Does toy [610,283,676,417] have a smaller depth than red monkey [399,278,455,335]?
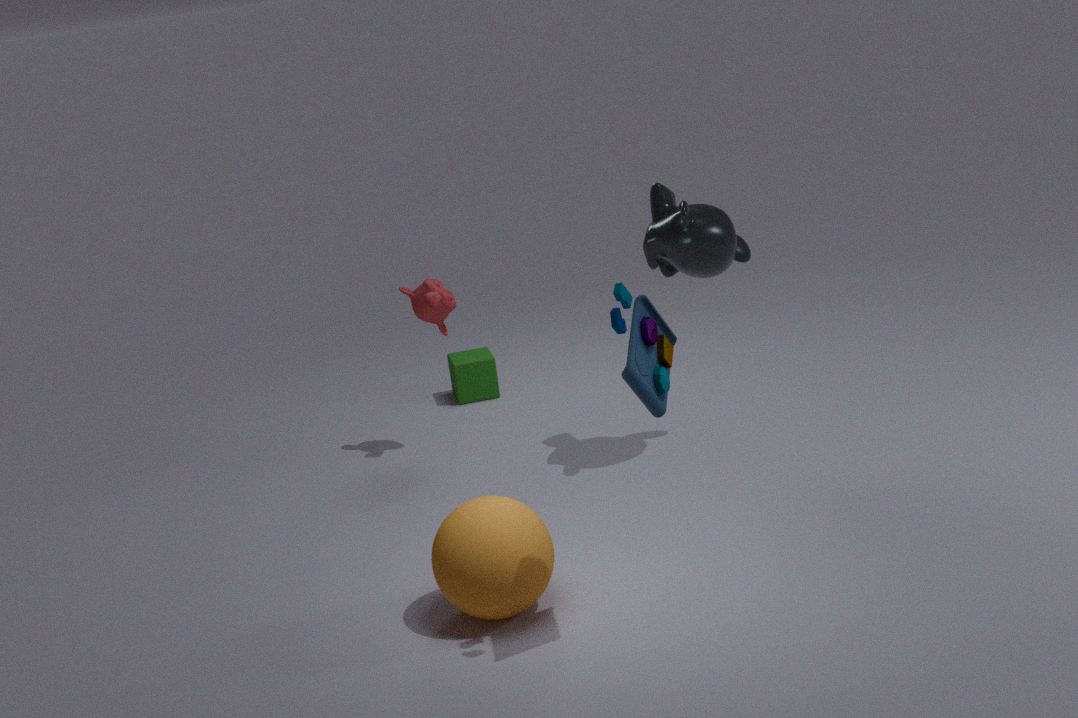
Yes
